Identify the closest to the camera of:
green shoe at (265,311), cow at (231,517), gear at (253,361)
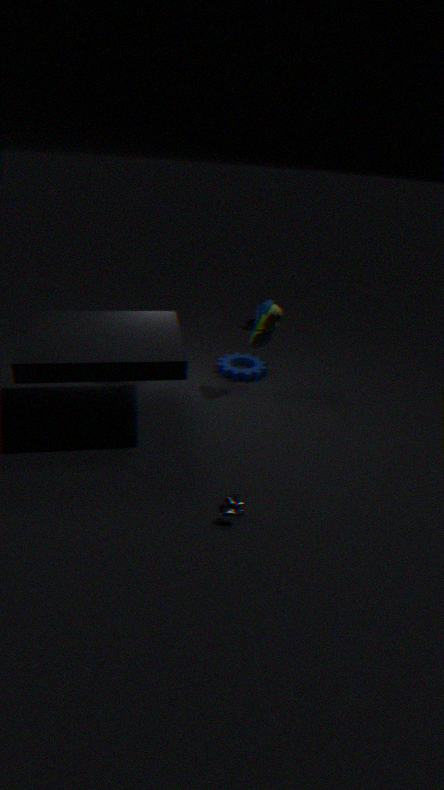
cow at (231,517)
